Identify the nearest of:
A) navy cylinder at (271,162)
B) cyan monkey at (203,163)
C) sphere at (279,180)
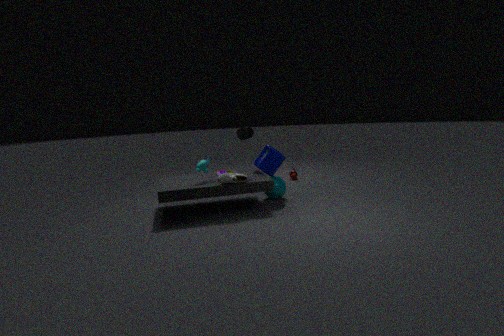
cyan monkey at (203,163)
